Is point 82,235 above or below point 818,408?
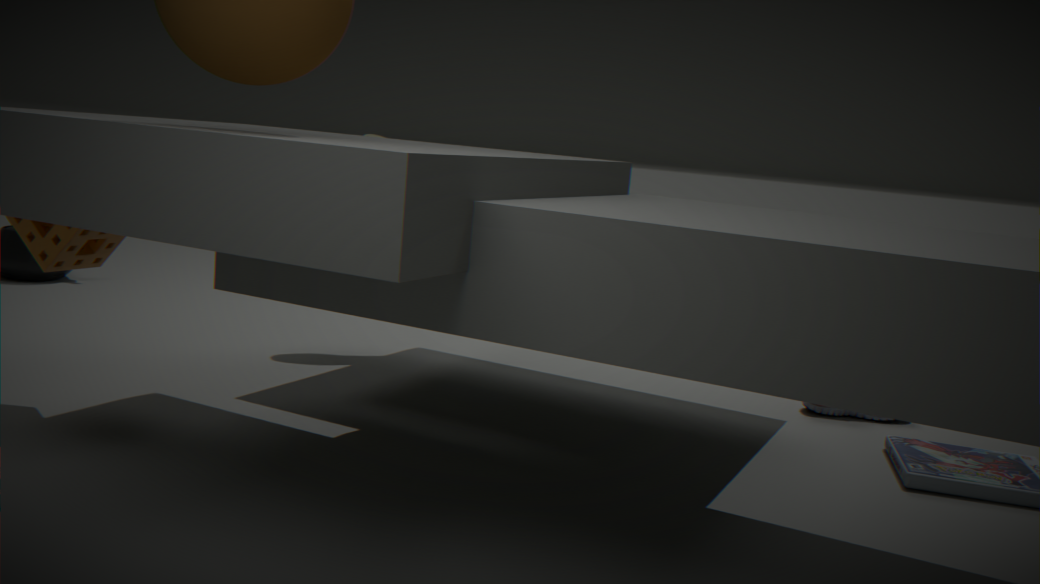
above
